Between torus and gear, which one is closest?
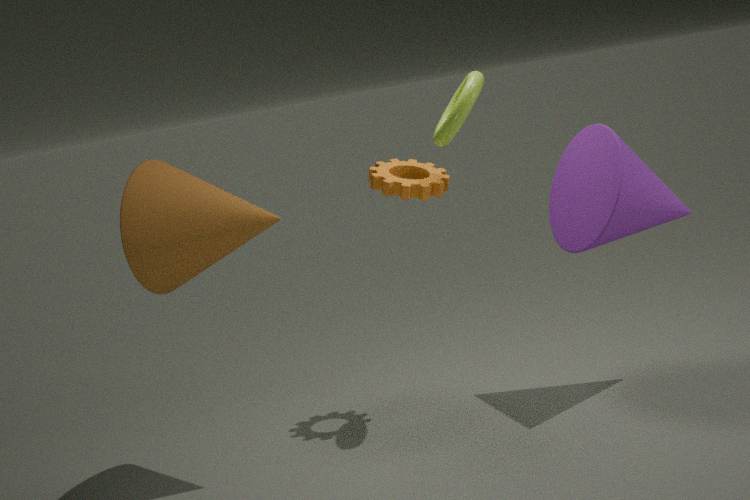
torus
